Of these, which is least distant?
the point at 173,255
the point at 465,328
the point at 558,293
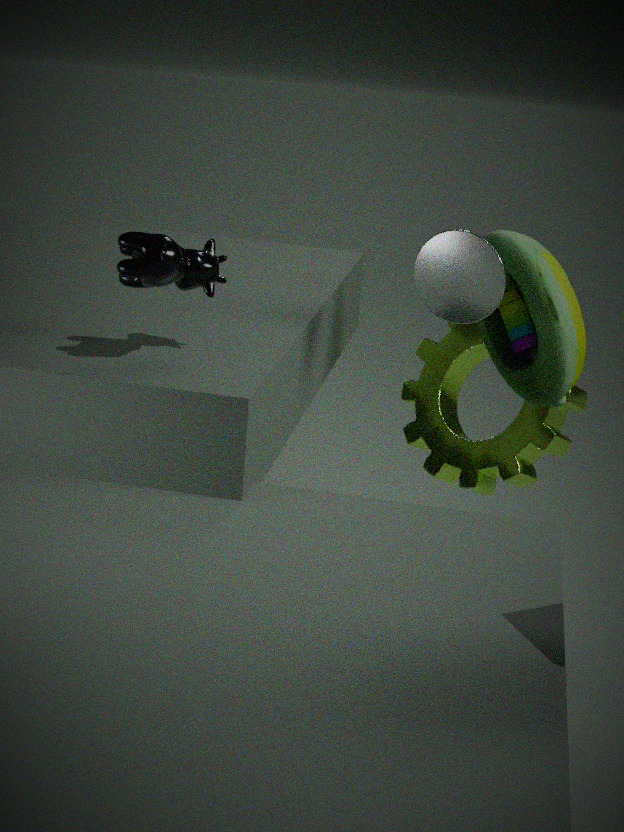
the point at 173,255
